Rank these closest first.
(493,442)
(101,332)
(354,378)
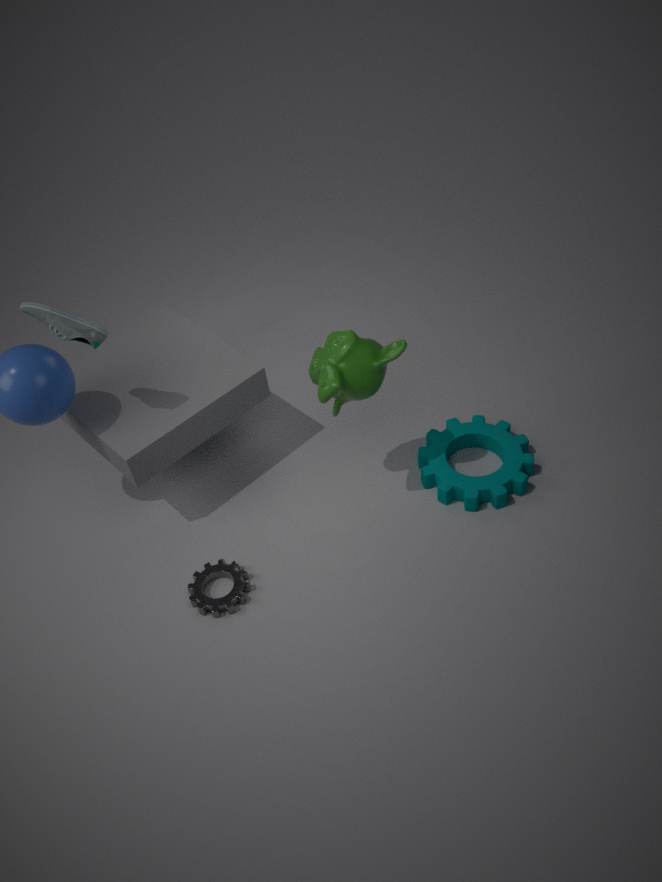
1. (101,332)
2. (354,378)
3. (493,442)
